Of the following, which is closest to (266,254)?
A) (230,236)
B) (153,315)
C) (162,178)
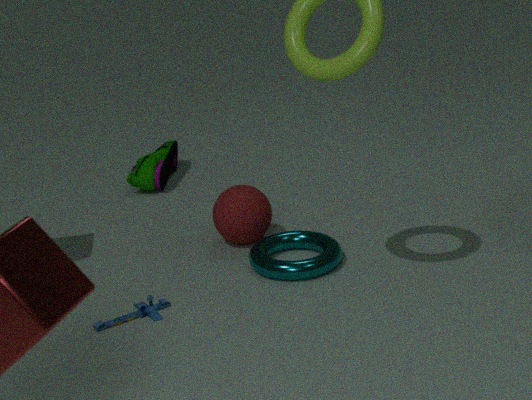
(230,236)
